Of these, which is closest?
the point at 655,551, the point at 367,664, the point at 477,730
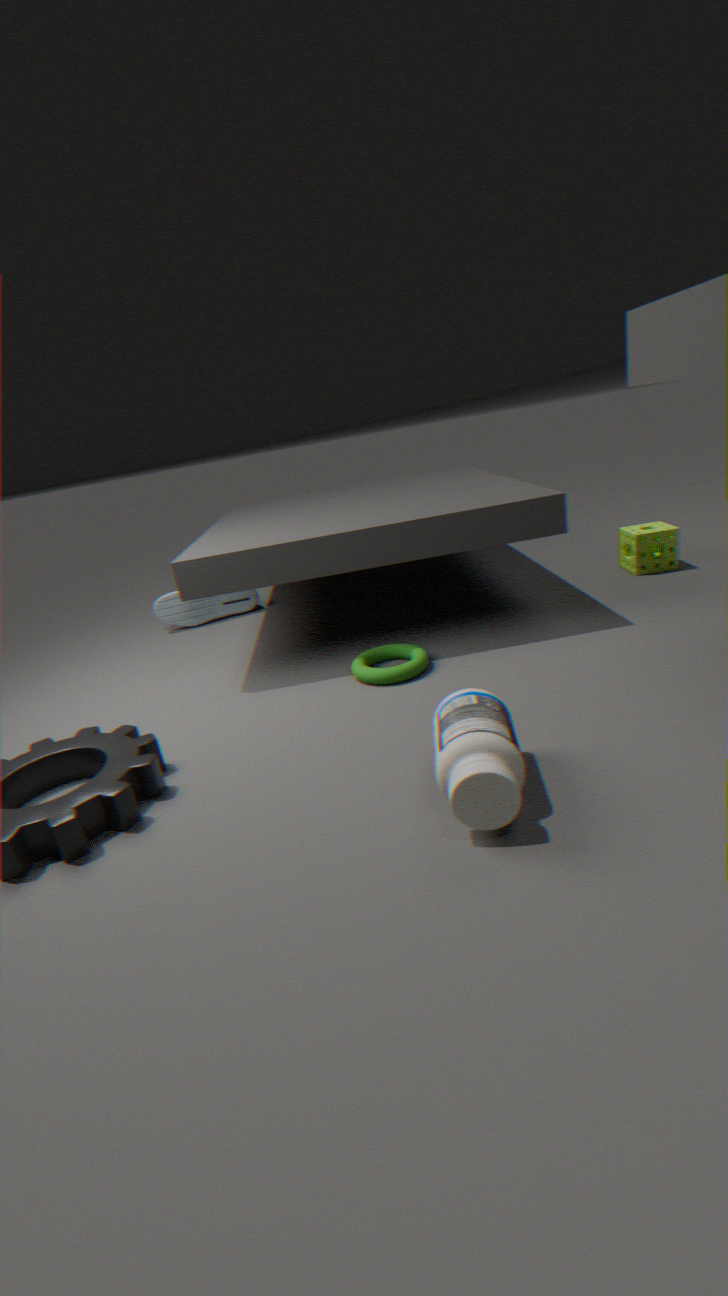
the point at 477,730
